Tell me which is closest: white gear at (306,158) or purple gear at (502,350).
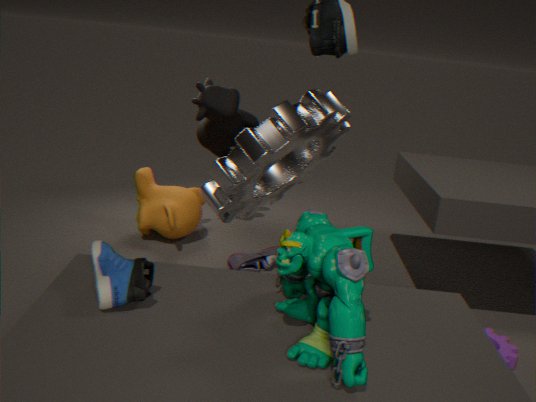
white gear at (306,158)
